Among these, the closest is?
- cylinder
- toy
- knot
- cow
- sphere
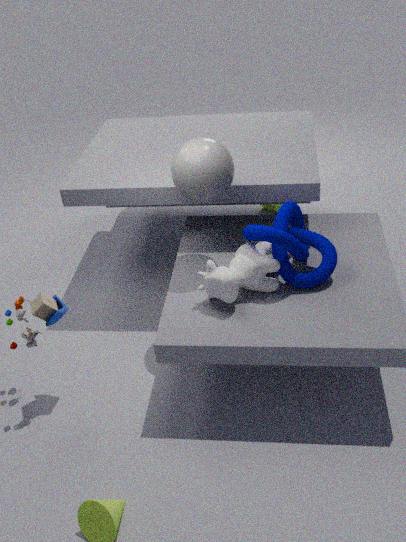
cow
